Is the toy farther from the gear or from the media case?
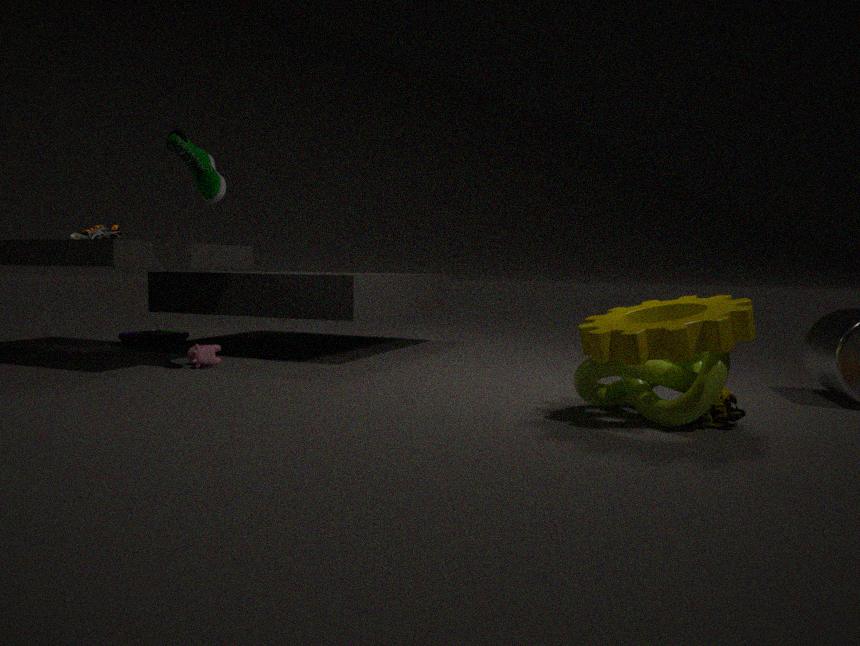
the media case
